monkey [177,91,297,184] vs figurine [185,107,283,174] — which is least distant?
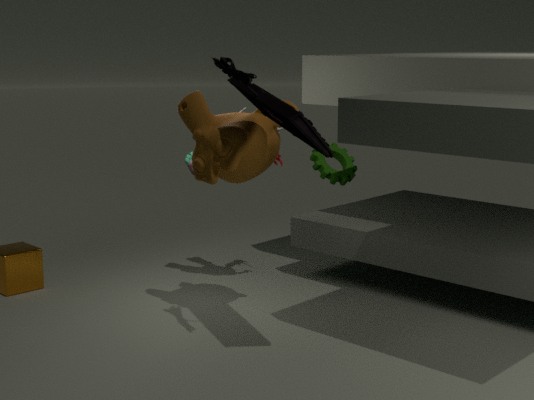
monkey [177,91,297,184]
